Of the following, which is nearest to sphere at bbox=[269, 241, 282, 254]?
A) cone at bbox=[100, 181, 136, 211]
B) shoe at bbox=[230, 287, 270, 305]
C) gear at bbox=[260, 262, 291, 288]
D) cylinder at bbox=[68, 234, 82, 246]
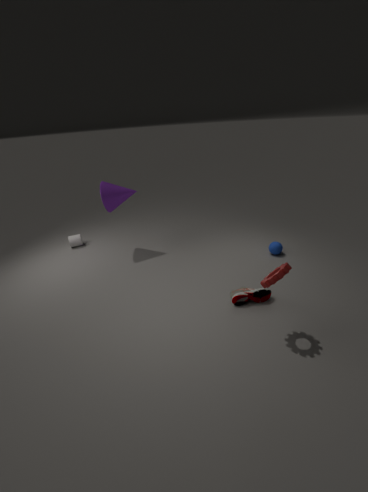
shoe at bbox=[230, 287, 270, 305]
